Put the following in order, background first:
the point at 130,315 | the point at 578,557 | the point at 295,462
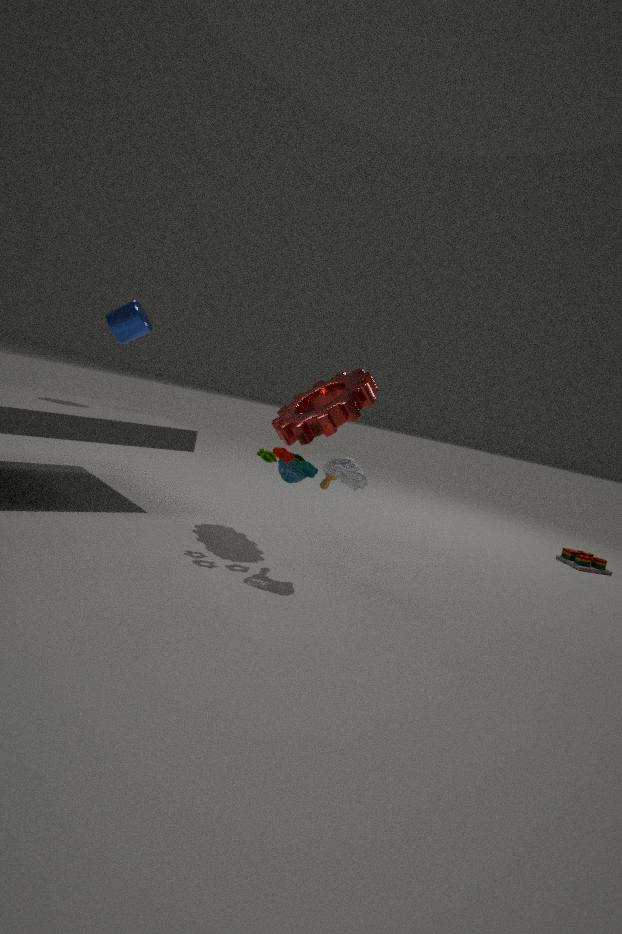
the point at 578,557 < the point at 130,315 < the point at 295,462
